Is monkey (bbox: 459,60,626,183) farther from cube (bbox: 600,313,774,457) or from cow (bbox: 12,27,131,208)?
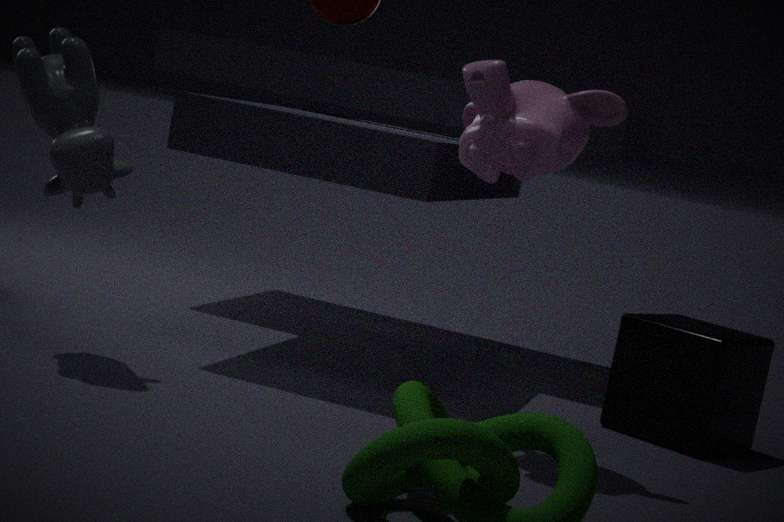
cow (bbox: 12,27,131,208)
